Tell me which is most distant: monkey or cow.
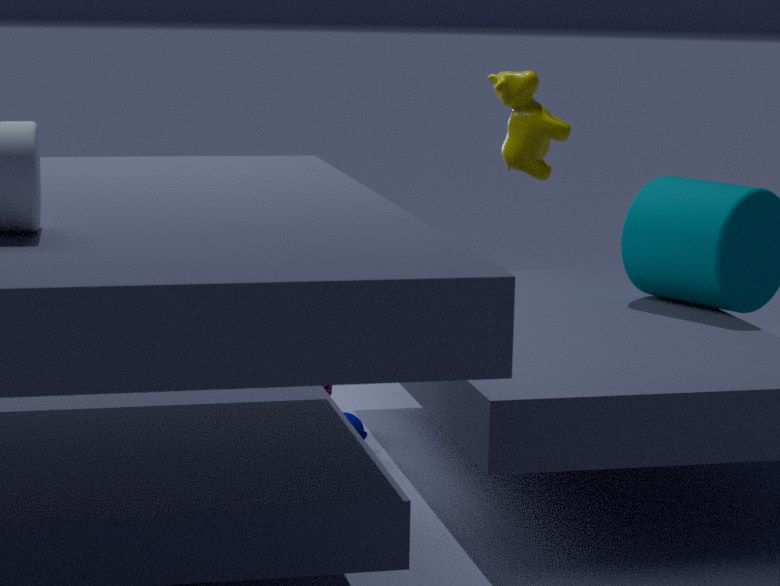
monkey
